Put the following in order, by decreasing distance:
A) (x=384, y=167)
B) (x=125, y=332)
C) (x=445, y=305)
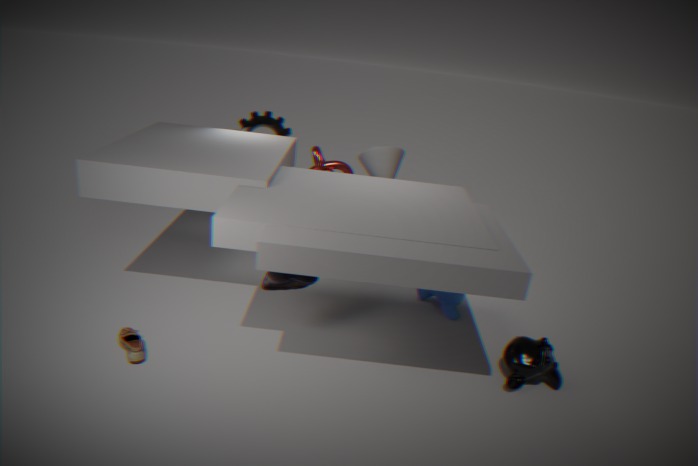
(x=384, y=167) → (x=445, y=305) → (x=125, y=332)
